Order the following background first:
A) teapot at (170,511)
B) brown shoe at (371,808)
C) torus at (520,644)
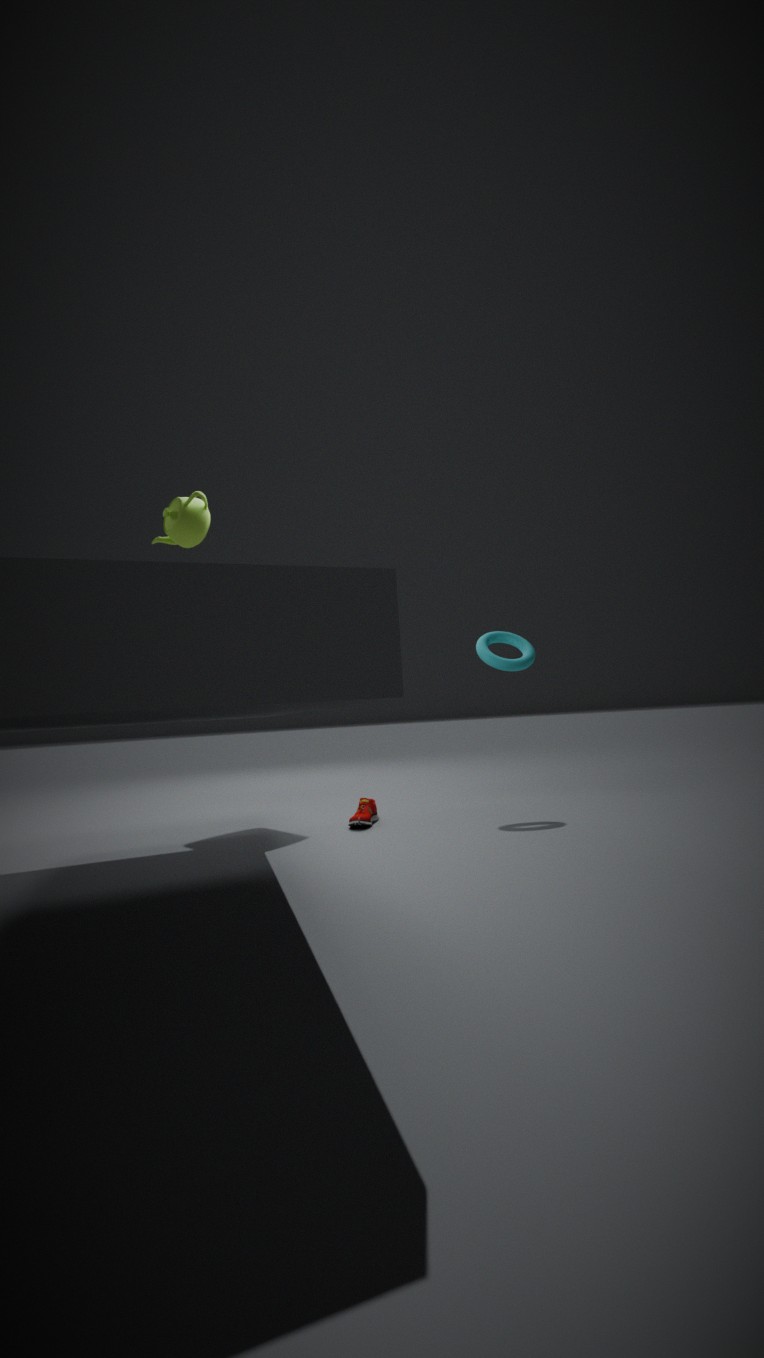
torus at (520,644)
brown shoe at (371,808)
teapot at (170,511)
